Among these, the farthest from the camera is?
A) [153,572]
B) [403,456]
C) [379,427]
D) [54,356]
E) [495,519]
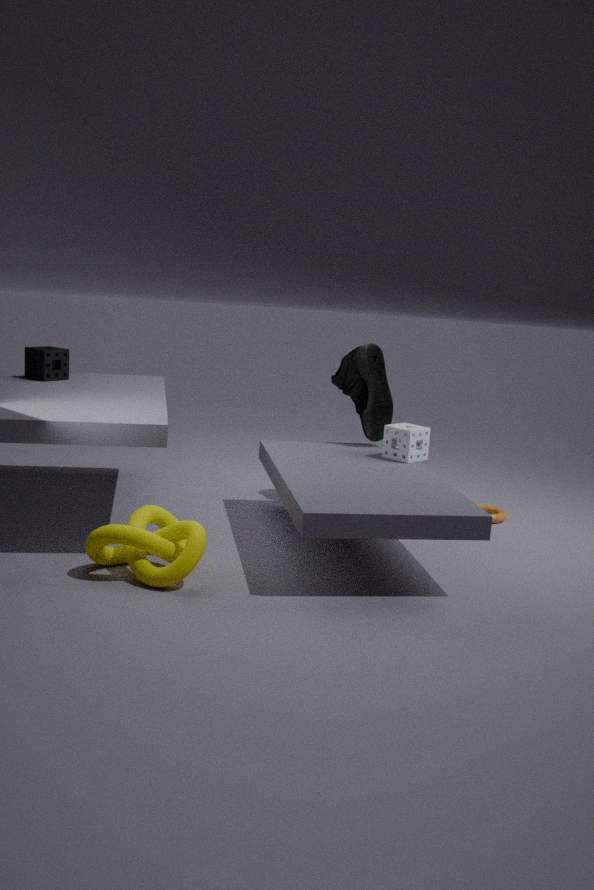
[379,427]
